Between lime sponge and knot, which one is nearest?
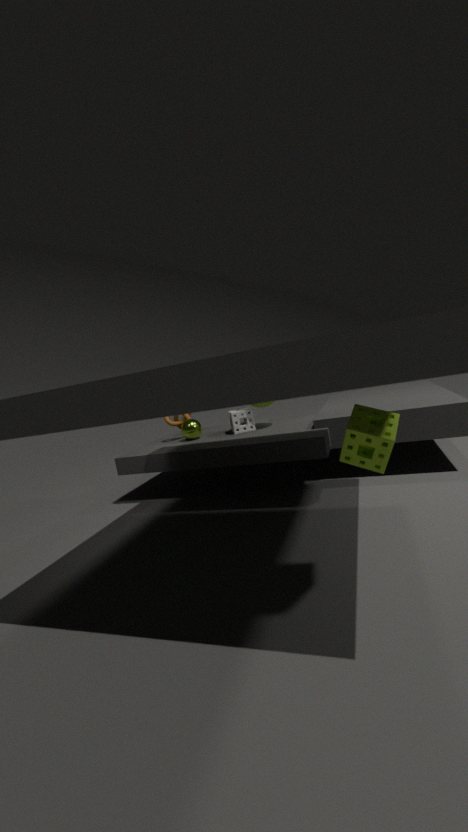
lime sponge
